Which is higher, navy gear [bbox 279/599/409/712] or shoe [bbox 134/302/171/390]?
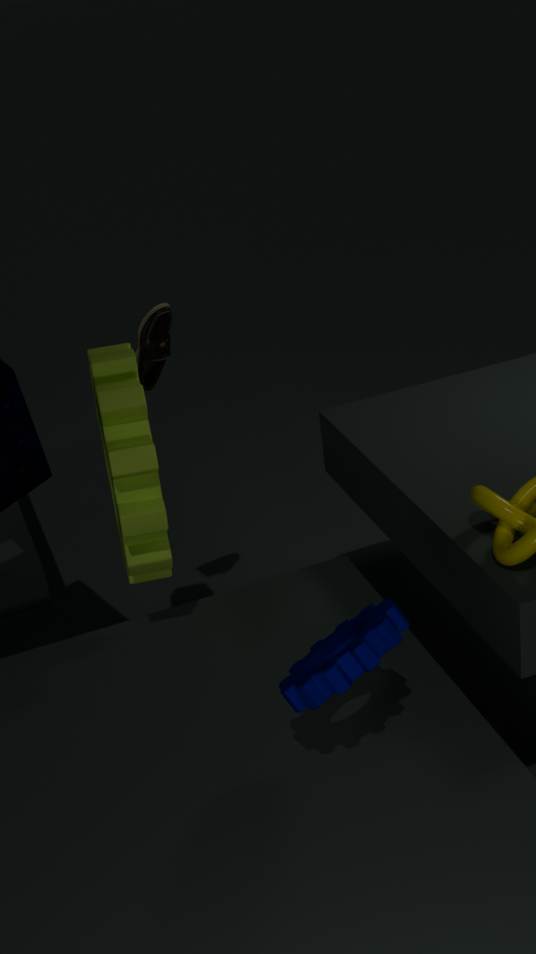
shoe [bbox 134/302/171/390]
